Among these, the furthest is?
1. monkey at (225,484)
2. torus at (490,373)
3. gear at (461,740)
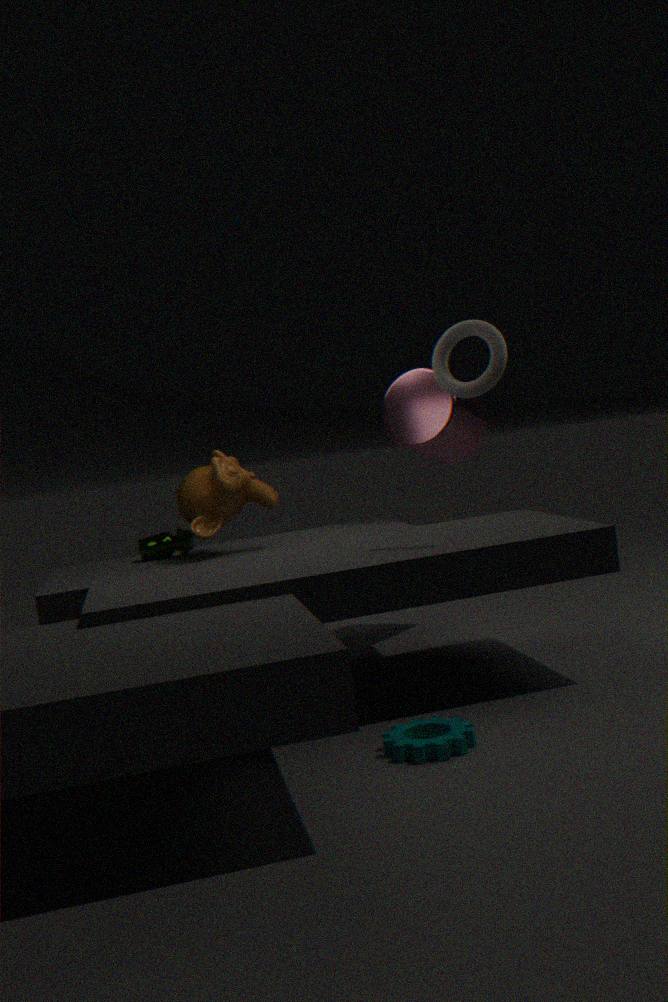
monkey at (225,484)
